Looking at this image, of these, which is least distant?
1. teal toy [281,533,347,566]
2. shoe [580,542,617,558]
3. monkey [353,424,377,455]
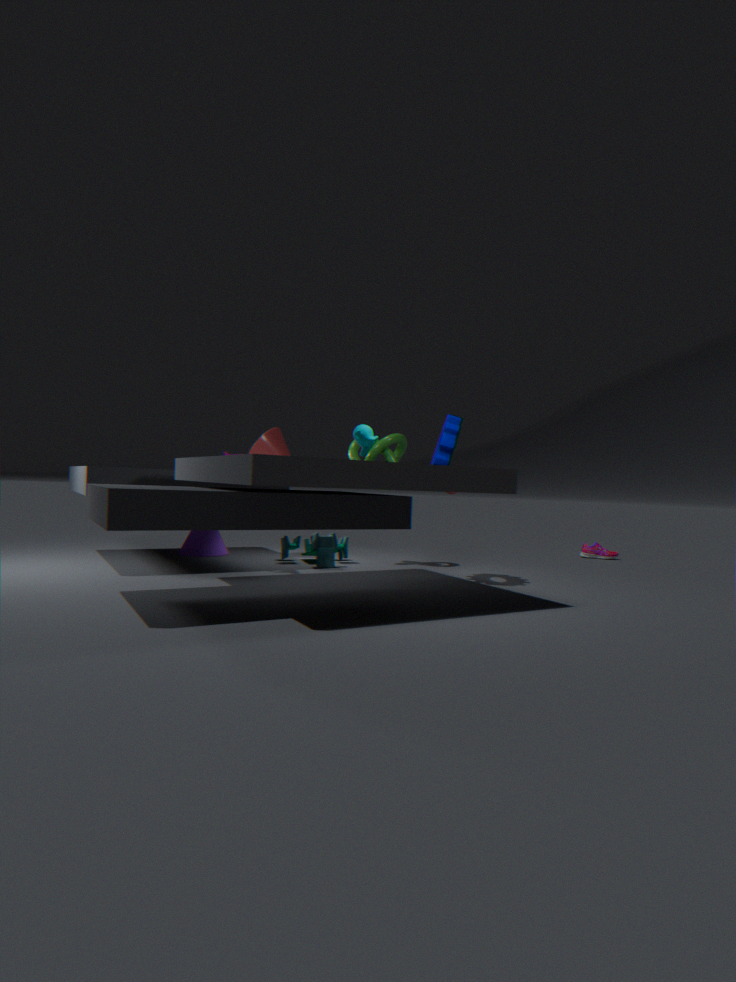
monkey [353,424,377,455]
